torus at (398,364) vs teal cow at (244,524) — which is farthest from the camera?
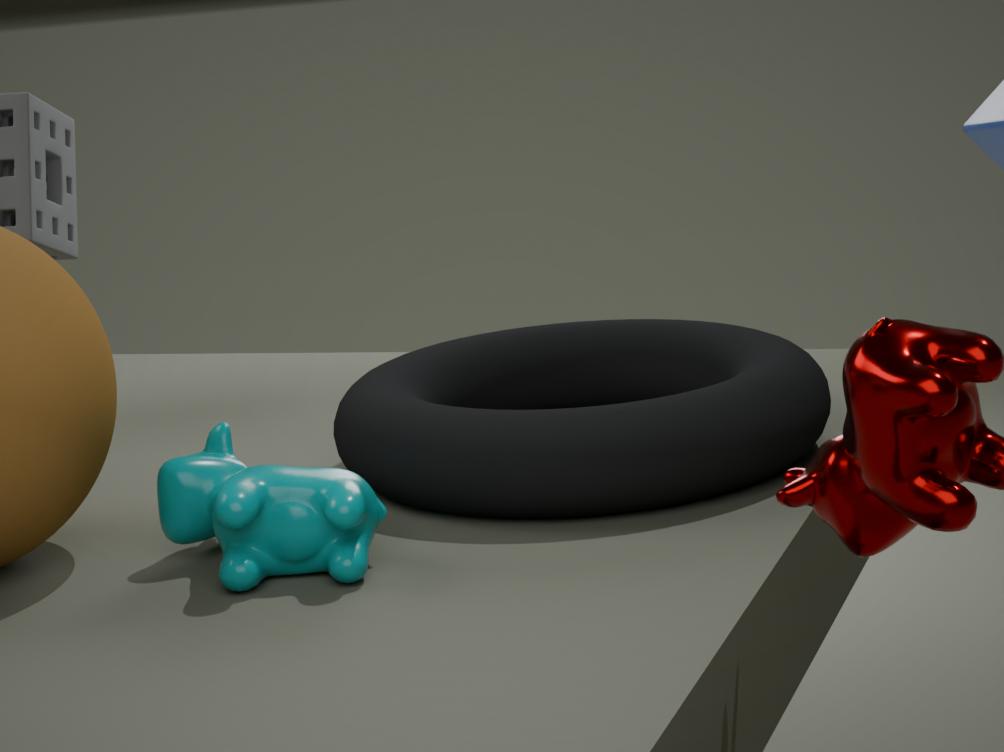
torus at (398,364)
